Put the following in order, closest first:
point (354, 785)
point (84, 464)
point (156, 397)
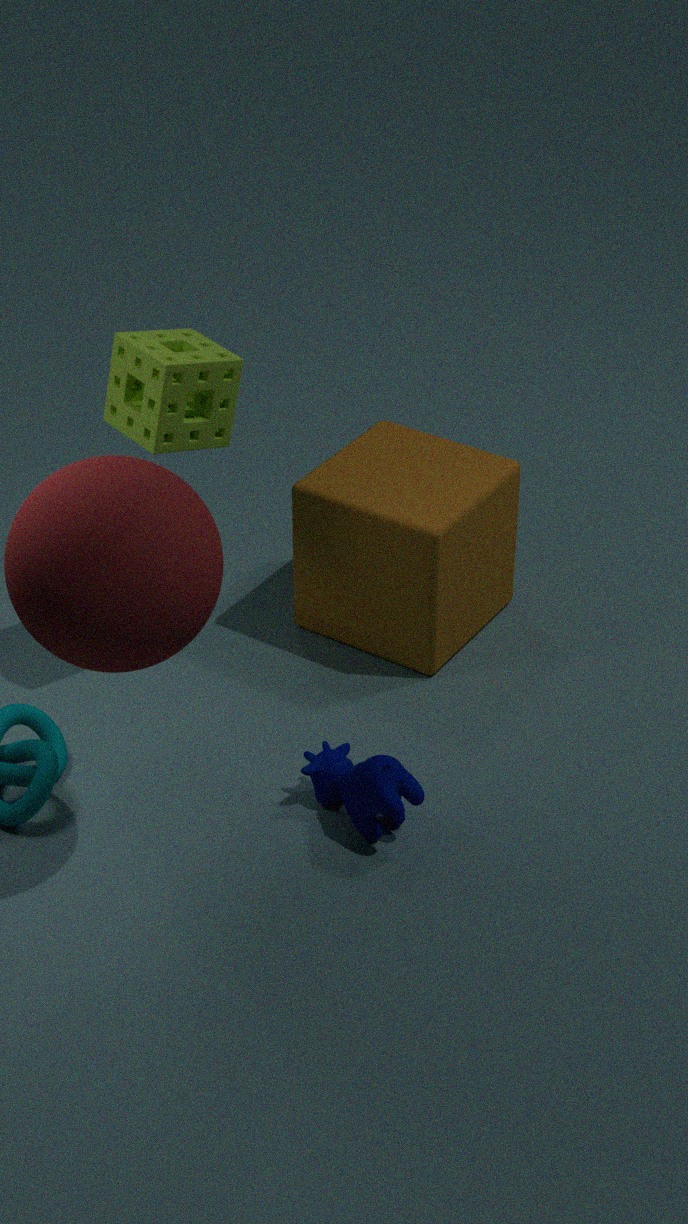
point (84, 464)
point (354, 785)
point (156, 397)
